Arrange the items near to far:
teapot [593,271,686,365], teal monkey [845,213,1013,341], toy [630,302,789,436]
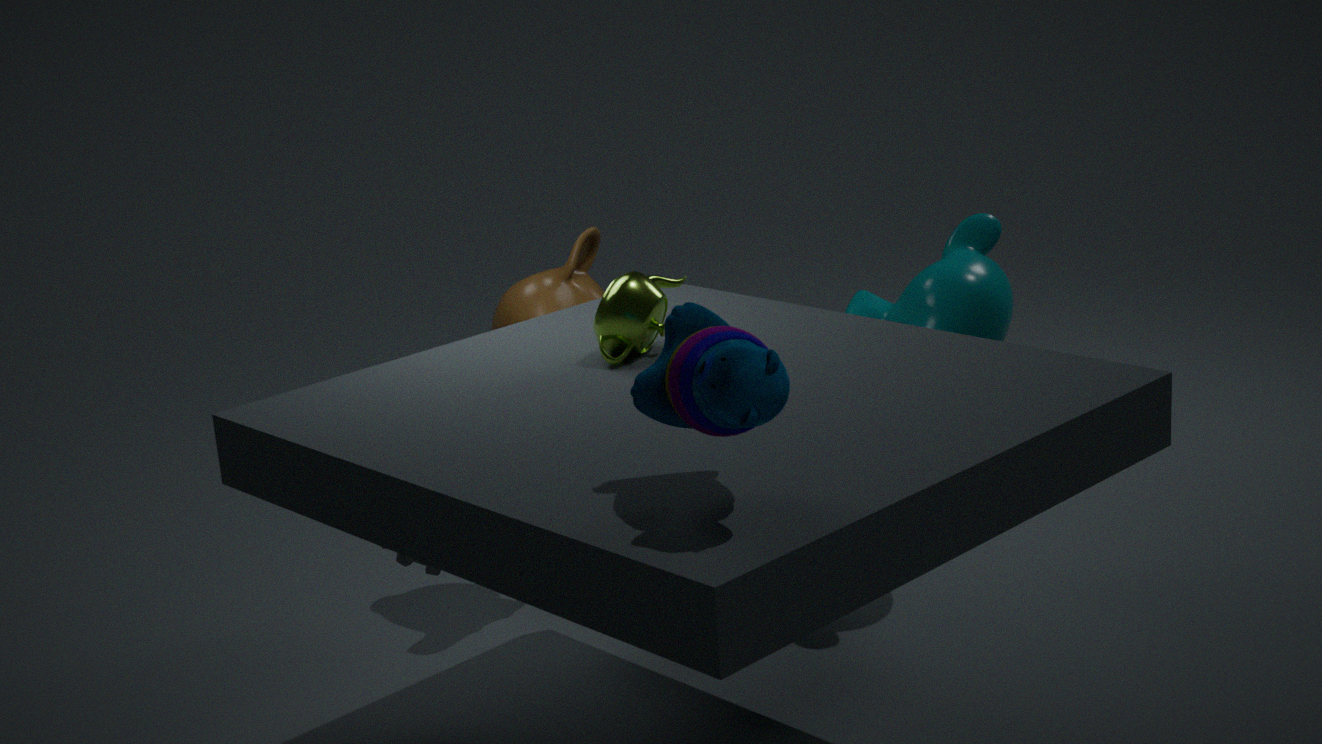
1. toy [630,302,789,436]
2. teapot [593,271,686,365]
3. teal monkey [845,213,1013,341]
